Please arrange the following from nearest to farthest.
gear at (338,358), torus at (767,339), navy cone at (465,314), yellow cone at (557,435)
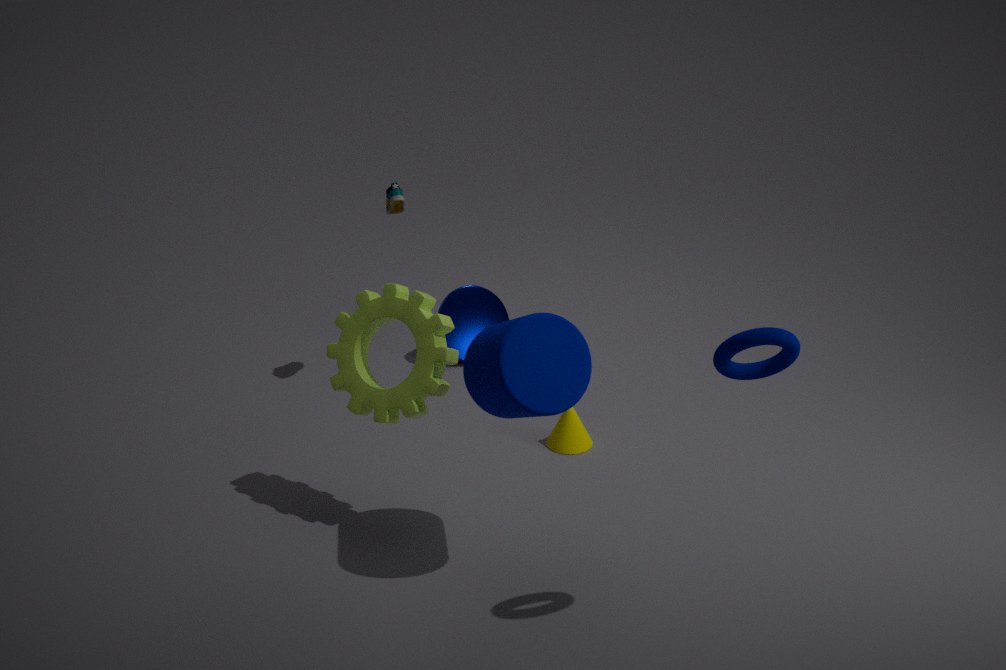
torus at (767,339)
gear at (338,358)
yellow cone at (557,435)
navy cone at (465,314)
